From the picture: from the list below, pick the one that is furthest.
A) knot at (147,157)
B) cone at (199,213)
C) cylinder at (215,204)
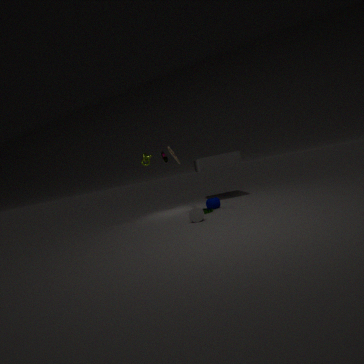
knot at (147,157)
